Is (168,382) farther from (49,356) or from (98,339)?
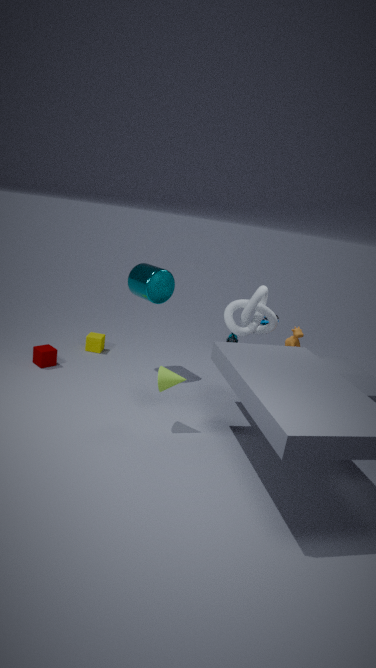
(98,339)
